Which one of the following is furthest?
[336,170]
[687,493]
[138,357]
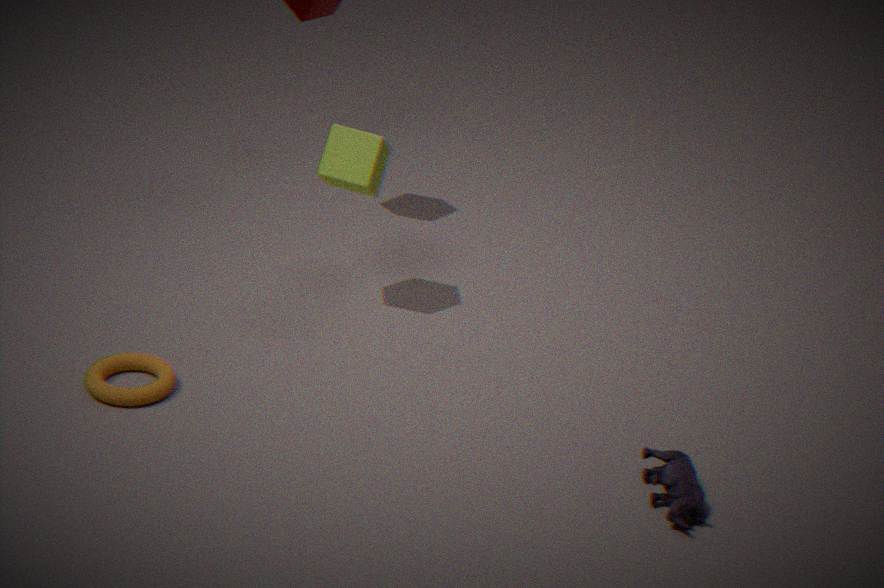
[336,170]
